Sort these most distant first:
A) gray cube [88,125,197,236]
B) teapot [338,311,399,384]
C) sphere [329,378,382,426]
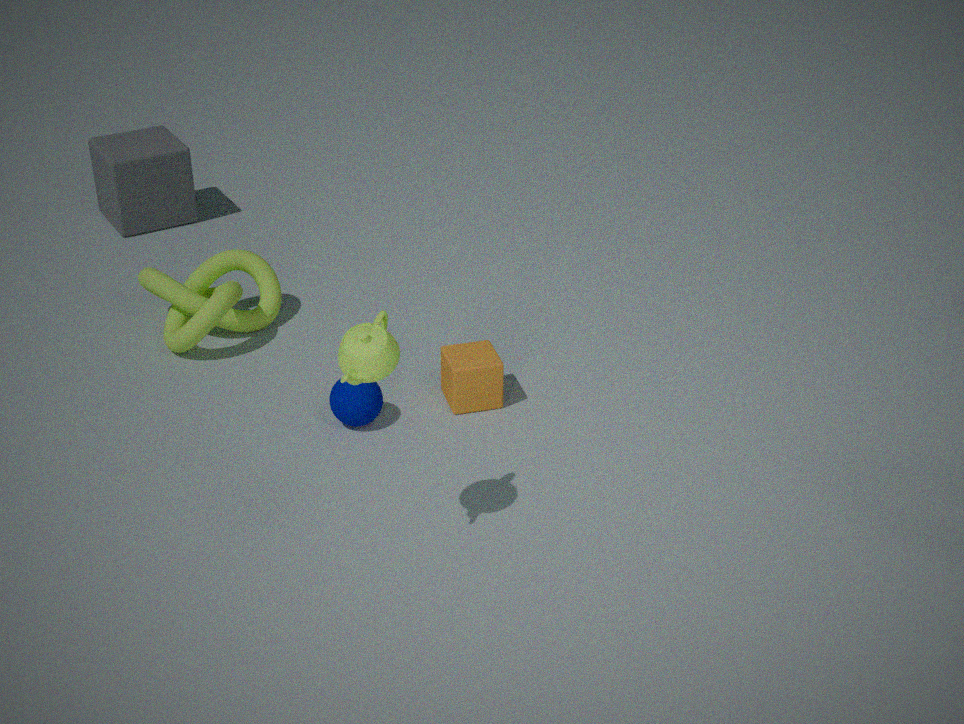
gray cube [88,125,197,236], sphere [329,378,382,426], teapot [338,311,399,384]
